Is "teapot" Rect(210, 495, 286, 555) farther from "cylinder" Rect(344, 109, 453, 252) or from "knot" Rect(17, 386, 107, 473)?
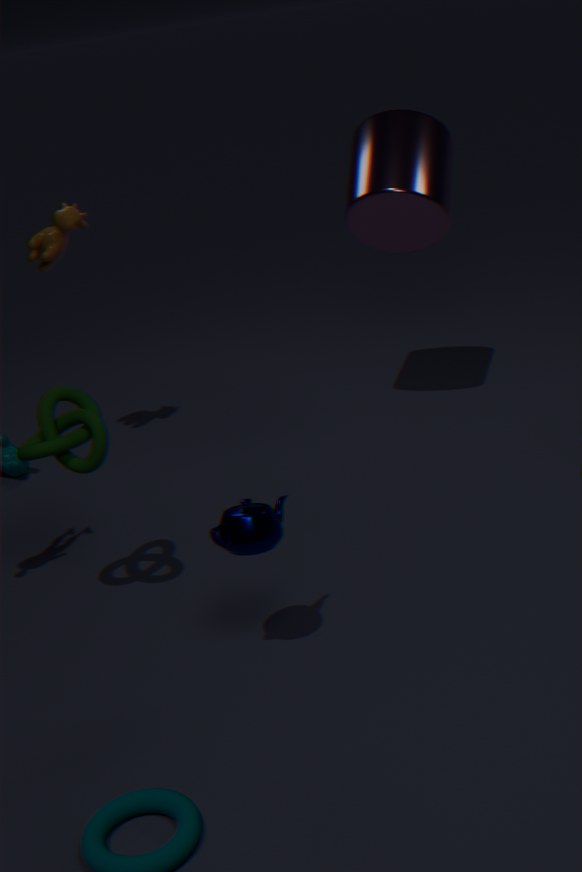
"cylinder" Rect(344, 109, 453, 252)
